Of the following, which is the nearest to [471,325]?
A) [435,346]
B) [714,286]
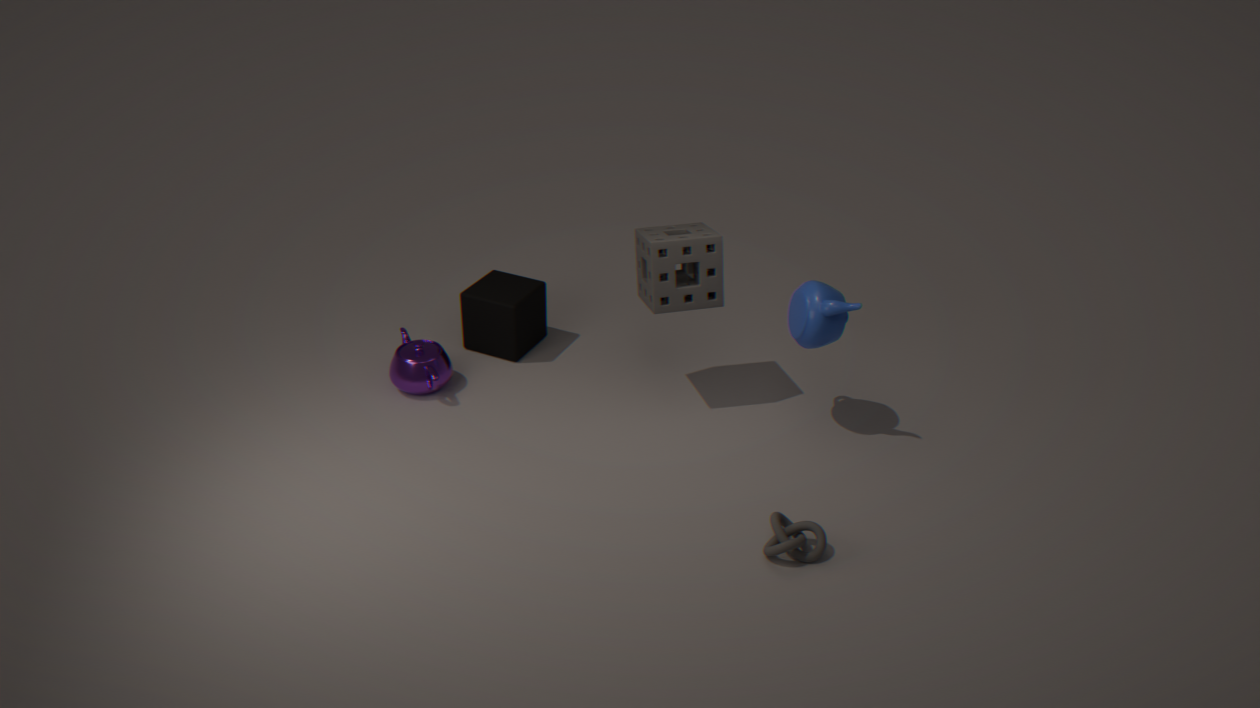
[435,346]
